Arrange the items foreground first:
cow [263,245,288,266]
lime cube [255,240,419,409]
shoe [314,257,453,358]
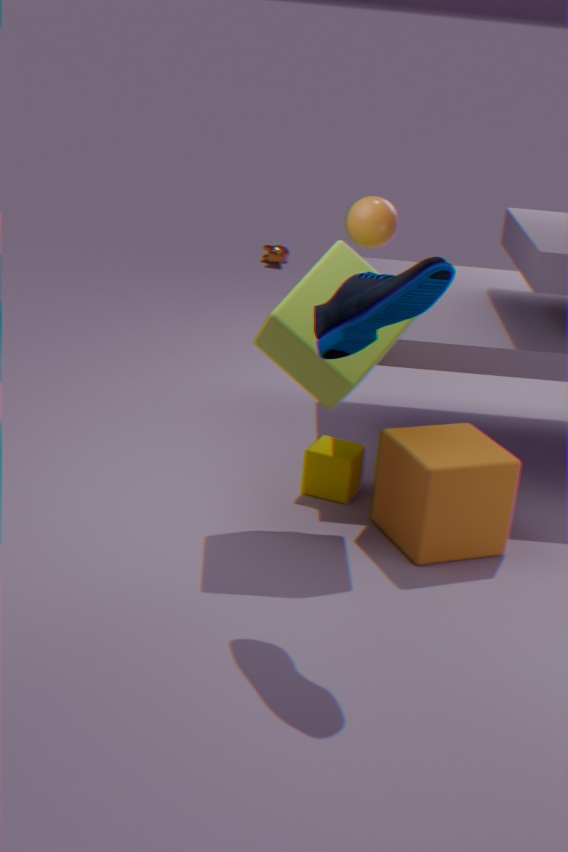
shoe [314,257,453,358] < lime cube [255,240,419,409] < cow [263,245,288,266]
